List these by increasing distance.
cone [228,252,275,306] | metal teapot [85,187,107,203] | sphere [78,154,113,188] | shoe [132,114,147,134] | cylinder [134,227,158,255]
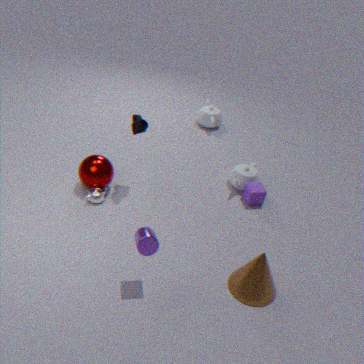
1. cylinder [134,227,158,255]
2. cone [228,252,275,306]
3. shoe [132,114,147,134]
4. metal teapot [85,187,107,203]
5. sphere [78,154,113,188]
